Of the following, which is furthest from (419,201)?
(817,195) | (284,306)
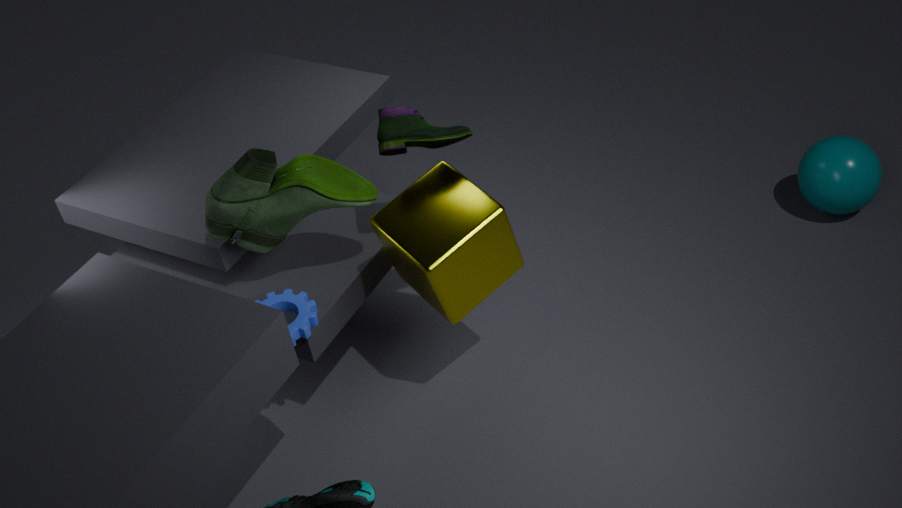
(817,195)
